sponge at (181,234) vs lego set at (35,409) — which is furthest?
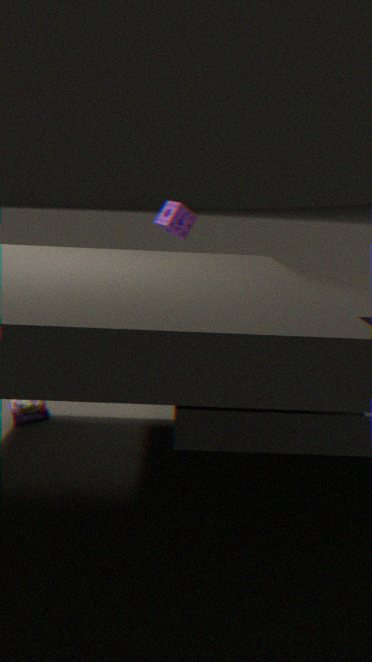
sponge at (181,234)
